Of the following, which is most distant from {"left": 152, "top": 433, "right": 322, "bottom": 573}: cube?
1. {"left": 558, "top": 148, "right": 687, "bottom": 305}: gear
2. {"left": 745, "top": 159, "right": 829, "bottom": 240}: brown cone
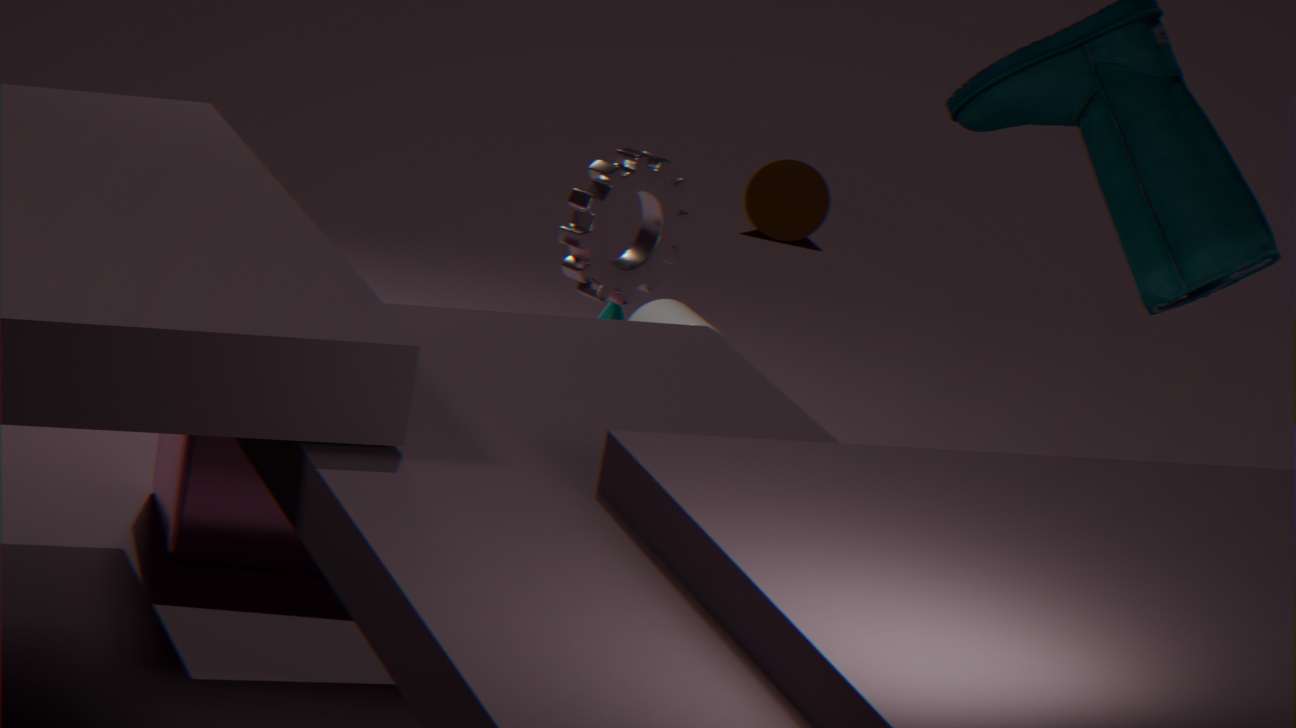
{"left": 745, "top": 159, "right": 829, "bottom": 240}: brown cone
